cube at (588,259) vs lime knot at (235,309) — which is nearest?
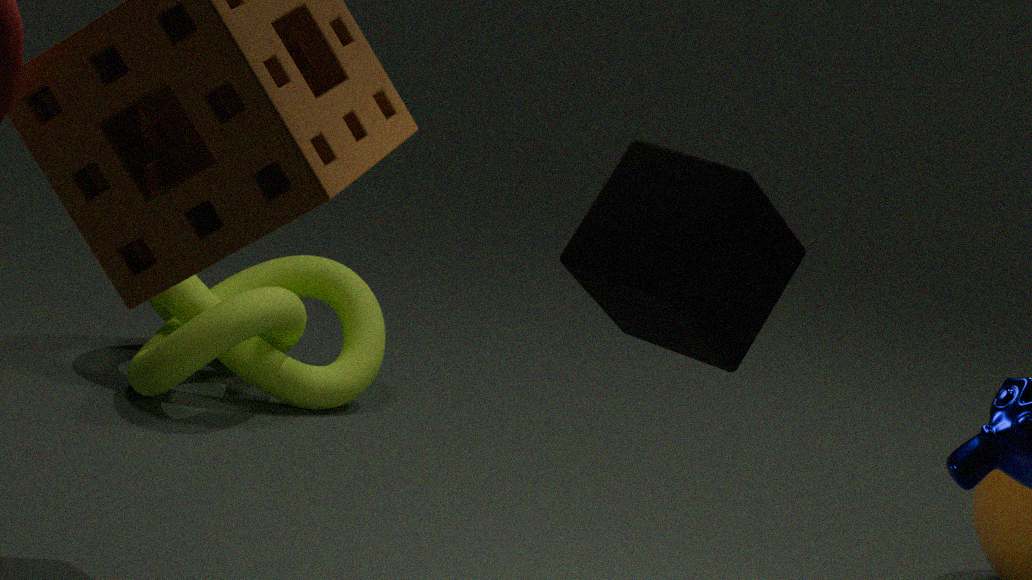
cube at (588,259)
